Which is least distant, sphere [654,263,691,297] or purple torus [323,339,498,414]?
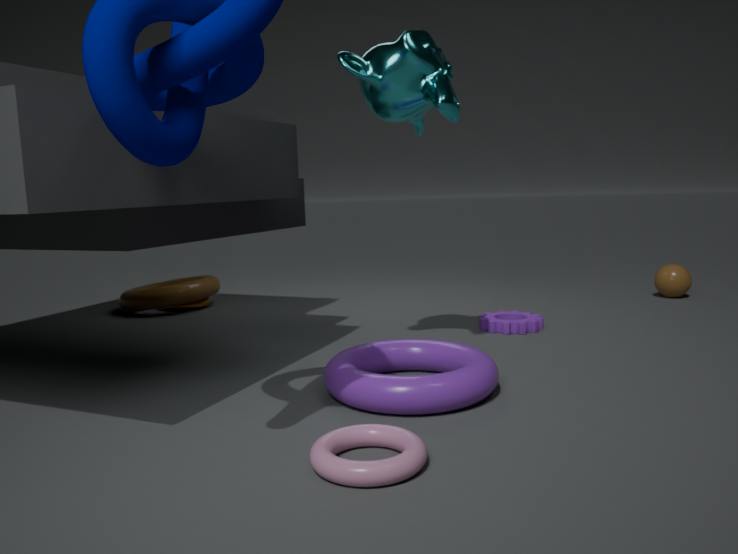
purple torus [323,339,498,414]
